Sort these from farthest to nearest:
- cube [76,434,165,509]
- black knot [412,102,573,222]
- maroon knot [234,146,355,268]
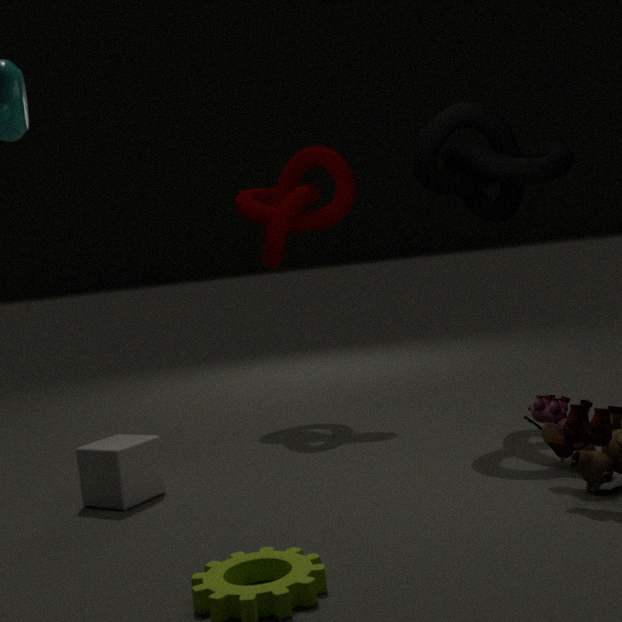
1. maroon knot [234,146,355,268]
2. black knot [412,102,573,222]
3. cube [76,434,165,509]
